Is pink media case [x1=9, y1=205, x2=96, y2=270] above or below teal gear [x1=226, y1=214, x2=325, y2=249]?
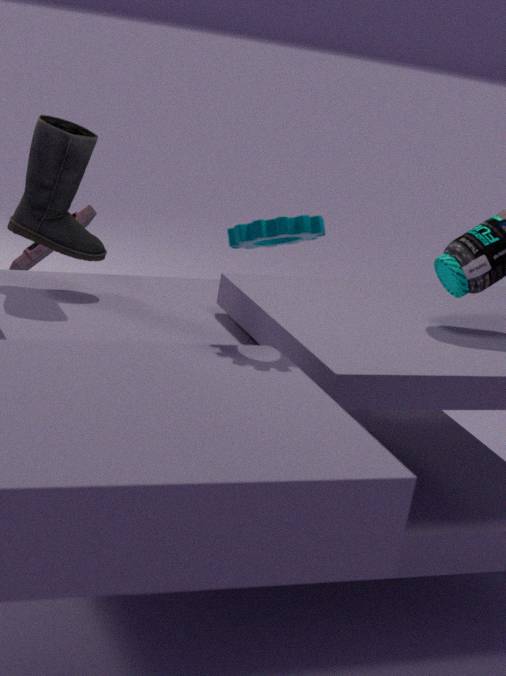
below
